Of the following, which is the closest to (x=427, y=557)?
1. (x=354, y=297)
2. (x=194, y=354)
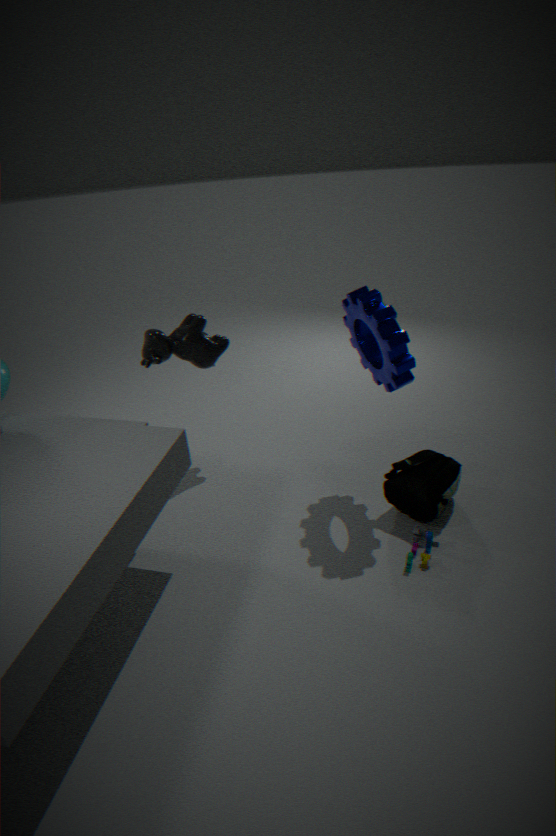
(x=354, y=297)
